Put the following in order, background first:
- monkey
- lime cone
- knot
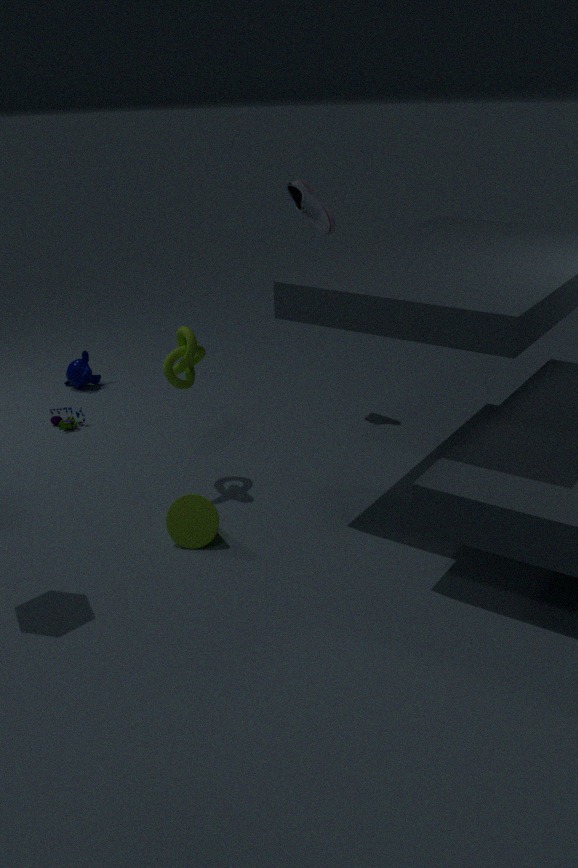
monkey < knot < lime cone
